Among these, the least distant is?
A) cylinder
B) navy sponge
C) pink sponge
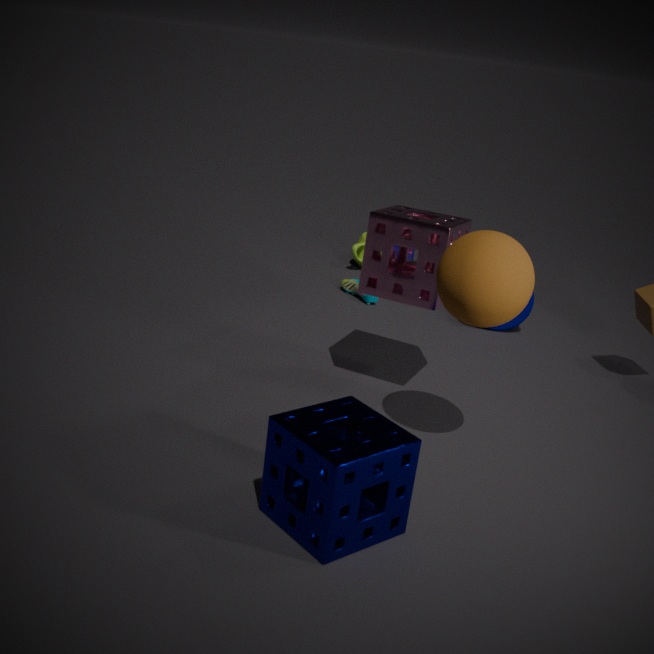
navy sponge
